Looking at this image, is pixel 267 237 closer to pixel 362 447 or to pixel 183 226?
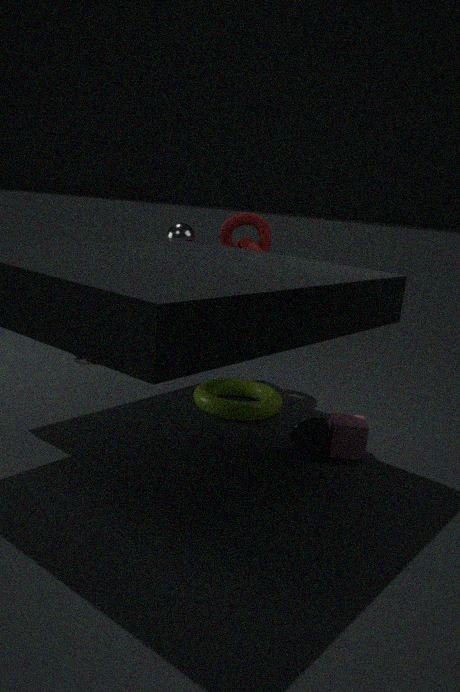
pixel 183 226
